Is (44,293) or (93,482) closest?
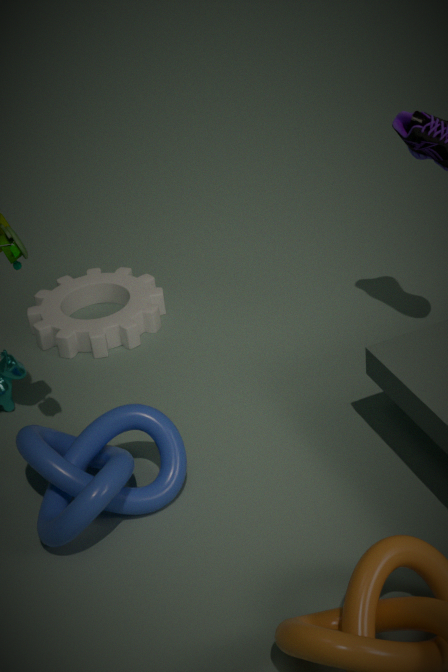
(93,482)
